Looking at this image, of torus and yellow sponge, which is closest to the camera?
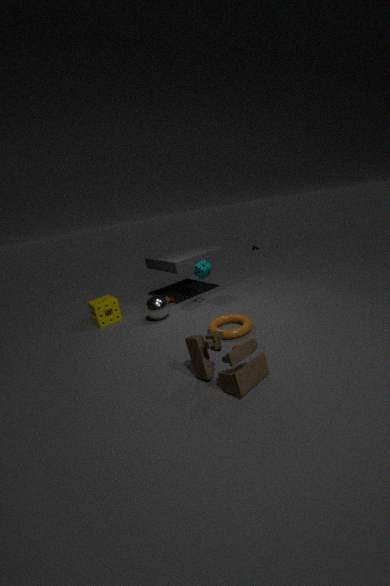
torus
